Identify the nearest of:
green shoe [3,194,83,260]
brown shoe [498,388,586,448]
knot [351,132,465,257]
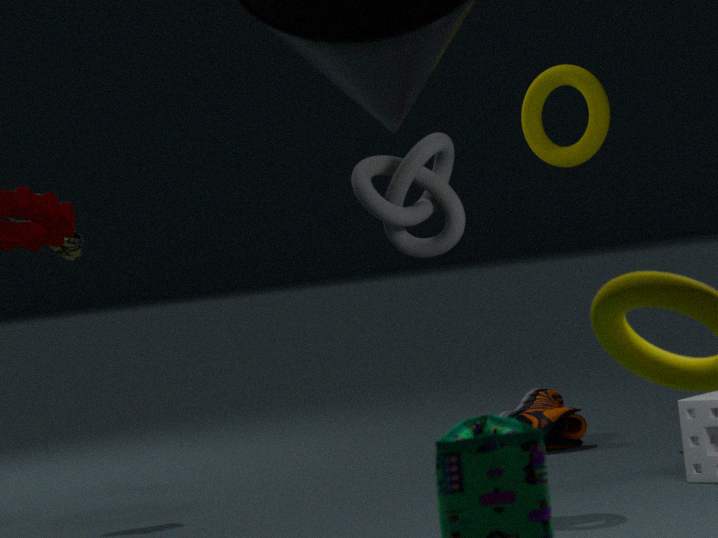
knot [351,132,465,257]
